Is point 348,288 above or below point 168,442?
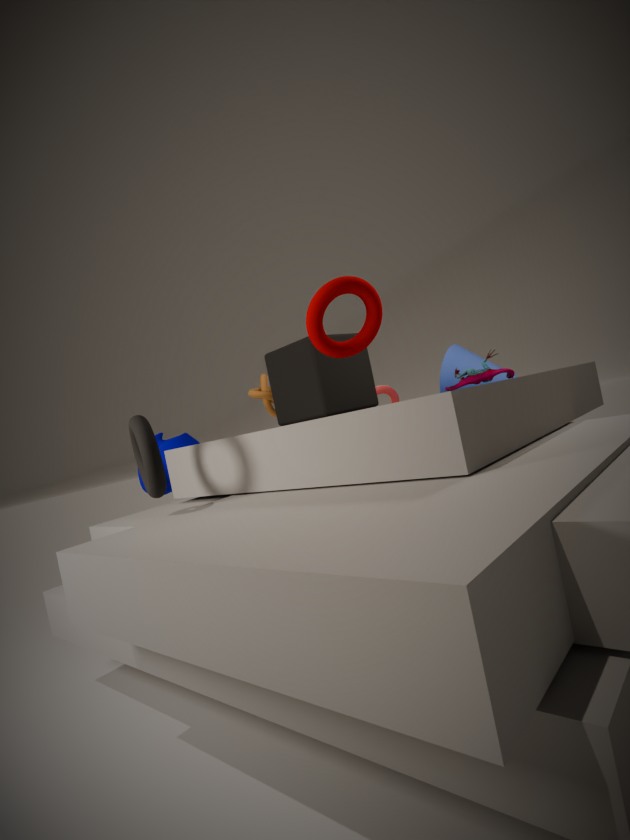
above
